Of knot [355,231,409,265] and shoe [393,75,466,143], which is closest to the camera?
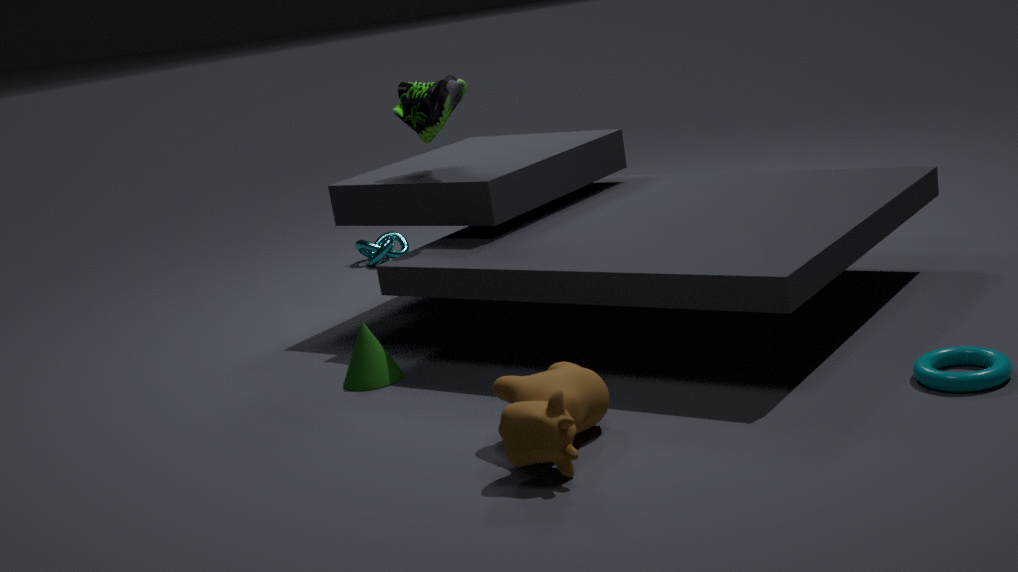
shoe [393,75,466,143]
